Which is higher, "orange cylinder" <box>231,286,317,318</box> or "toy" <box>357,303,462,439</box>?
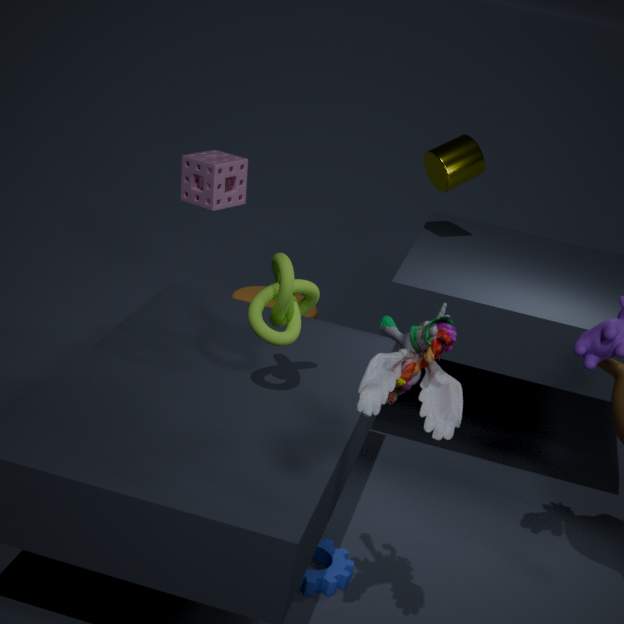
"toy" <box>357,303,462,439</box>
